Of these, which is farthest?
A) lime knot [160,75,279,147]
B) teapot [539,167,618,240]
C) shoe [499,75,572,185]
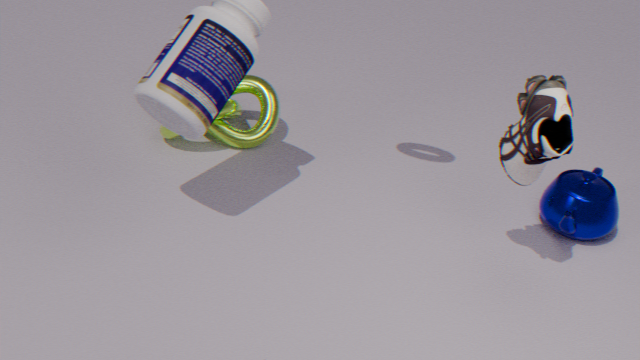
lime knot [160,75,279,147]
